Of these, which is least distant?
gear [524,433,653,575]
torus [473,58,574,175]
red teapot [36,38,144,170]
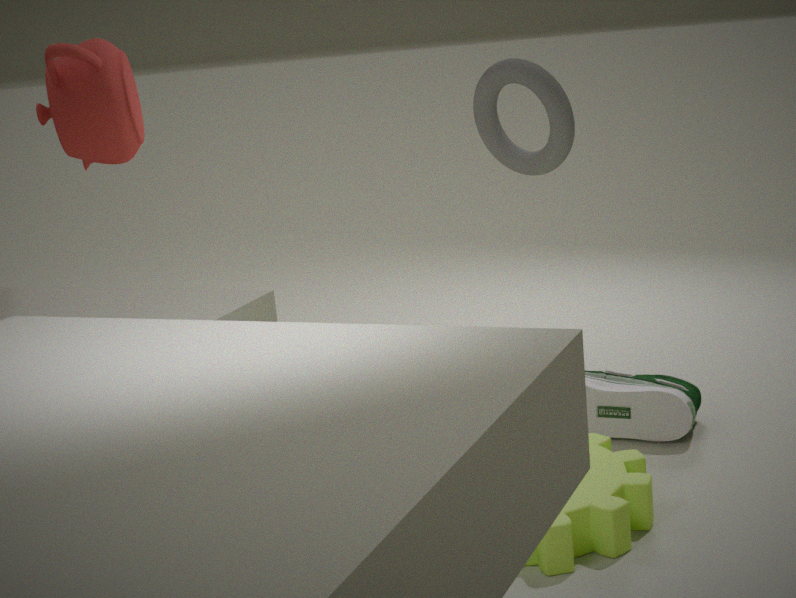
gear [524,433,653,575]
